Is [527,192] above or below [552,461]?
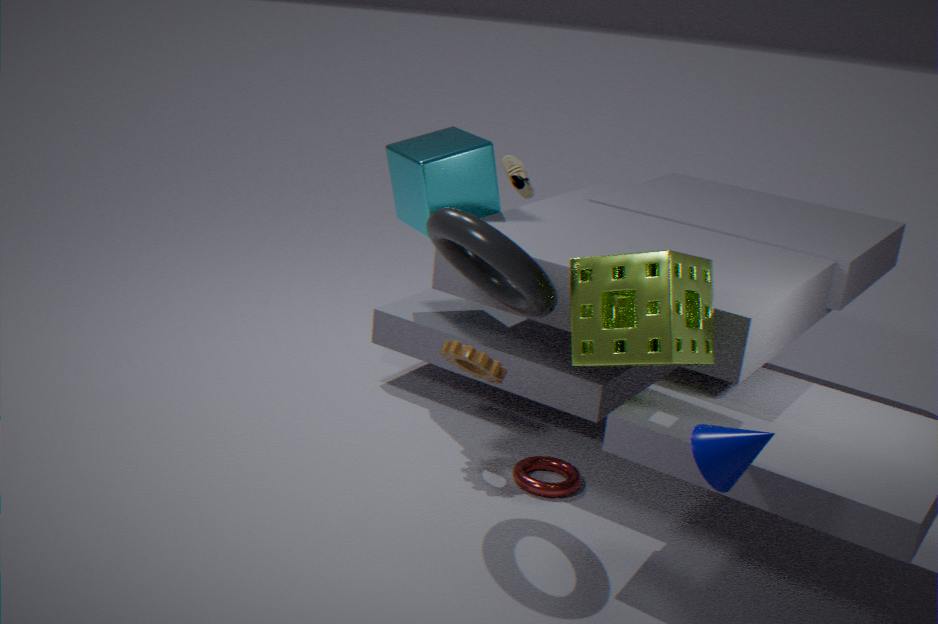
above
